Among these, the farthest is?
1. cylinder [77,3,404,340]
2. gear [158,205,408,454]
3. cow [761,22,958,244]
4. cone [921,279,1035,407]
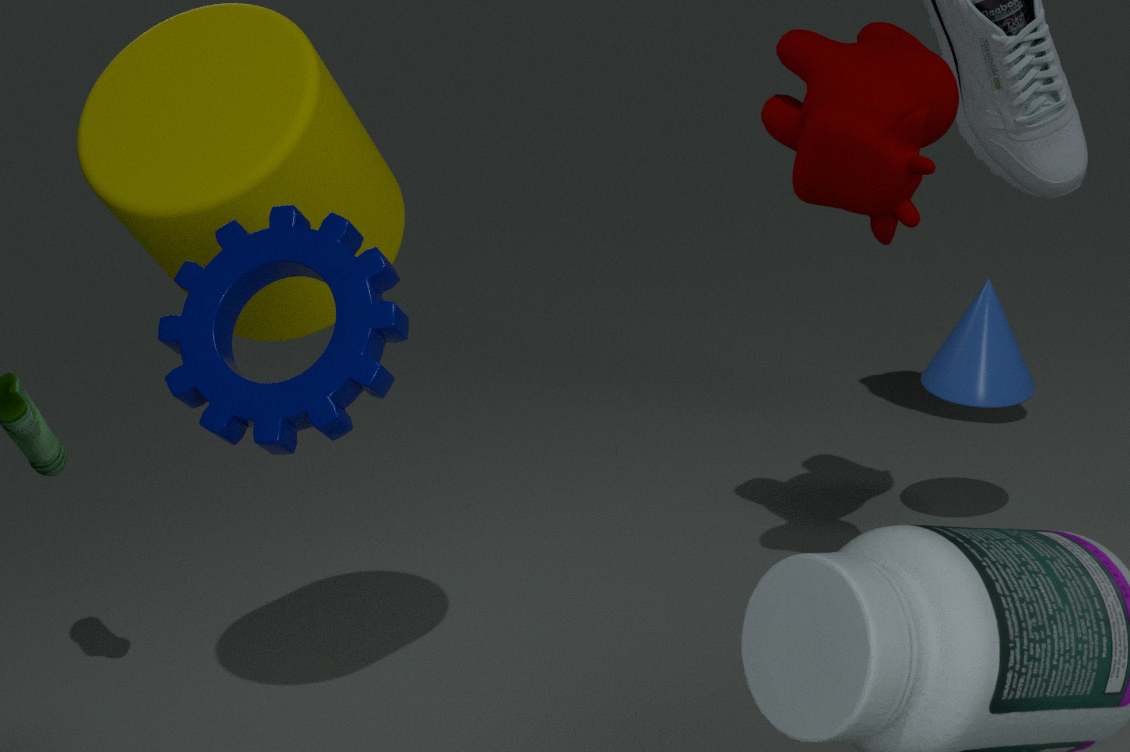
cone [921,279,1035,407]
